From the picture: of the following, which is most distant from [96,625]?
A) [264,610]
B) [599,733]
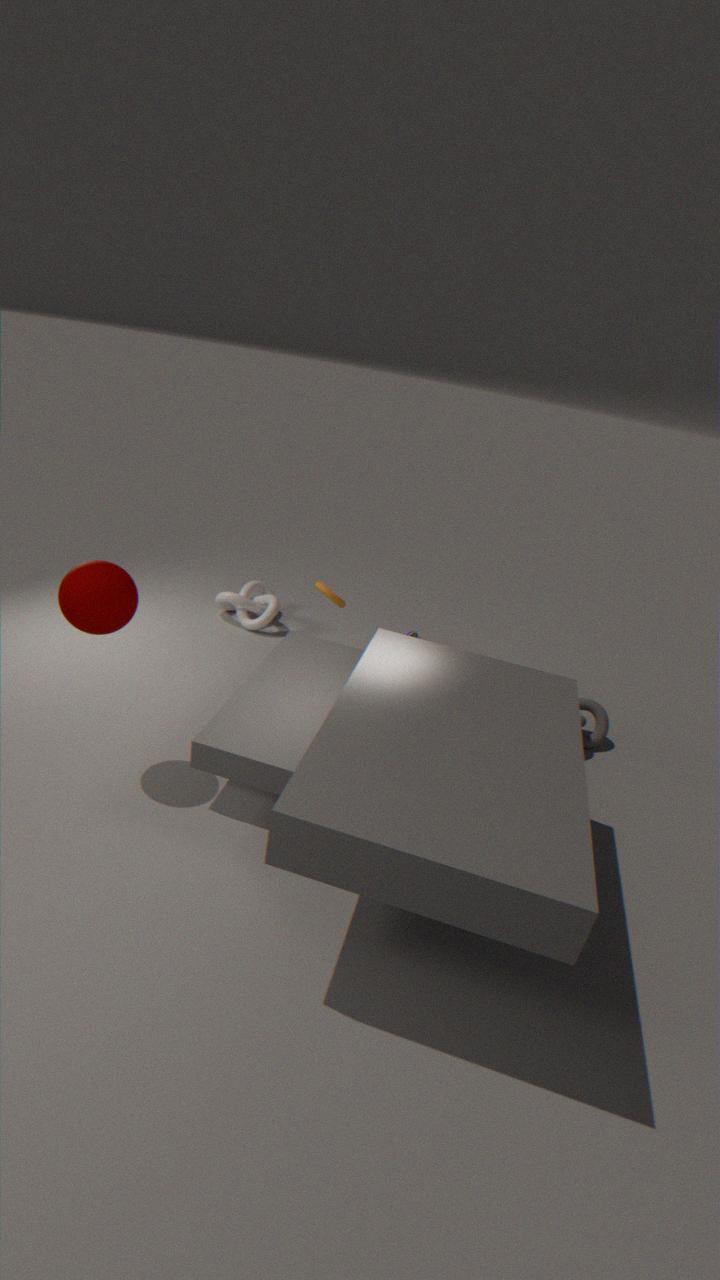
[599,733]
